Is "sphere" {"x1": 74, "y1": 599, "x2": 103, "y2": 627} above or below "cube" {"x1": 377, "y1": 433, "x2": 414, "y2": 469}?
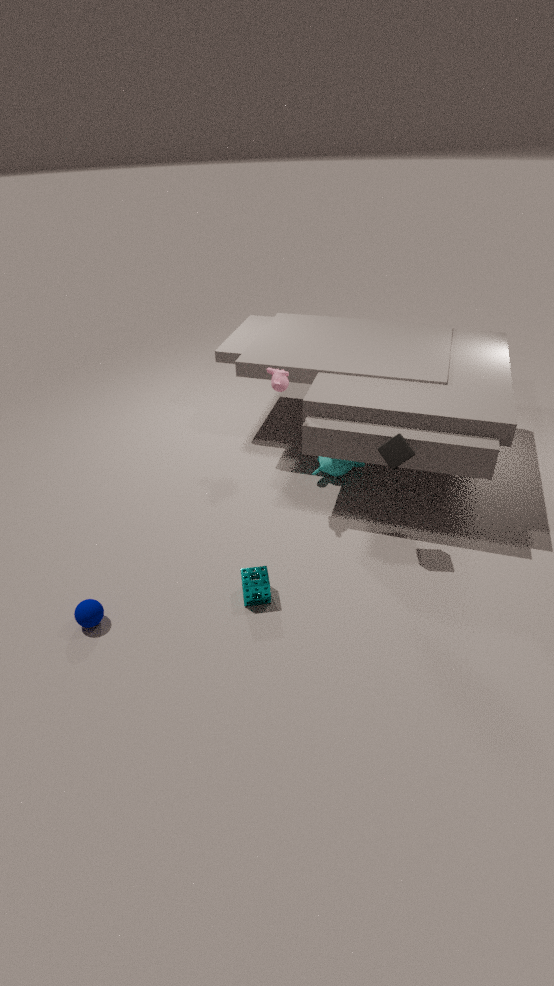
below
